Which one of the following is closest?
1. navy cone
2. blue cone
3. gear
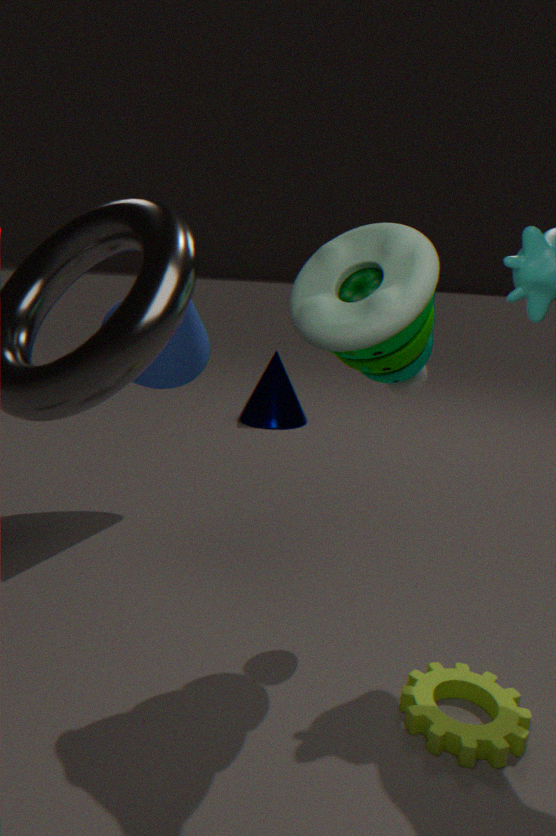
gear
